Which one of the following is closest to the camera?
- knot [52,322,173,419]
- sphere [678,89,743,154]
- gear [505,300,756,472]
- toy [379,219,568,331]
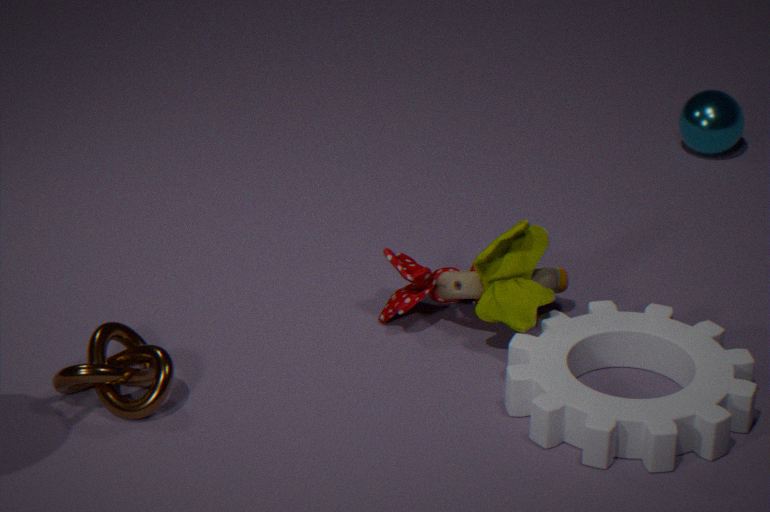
gear [505,300,756,472]
